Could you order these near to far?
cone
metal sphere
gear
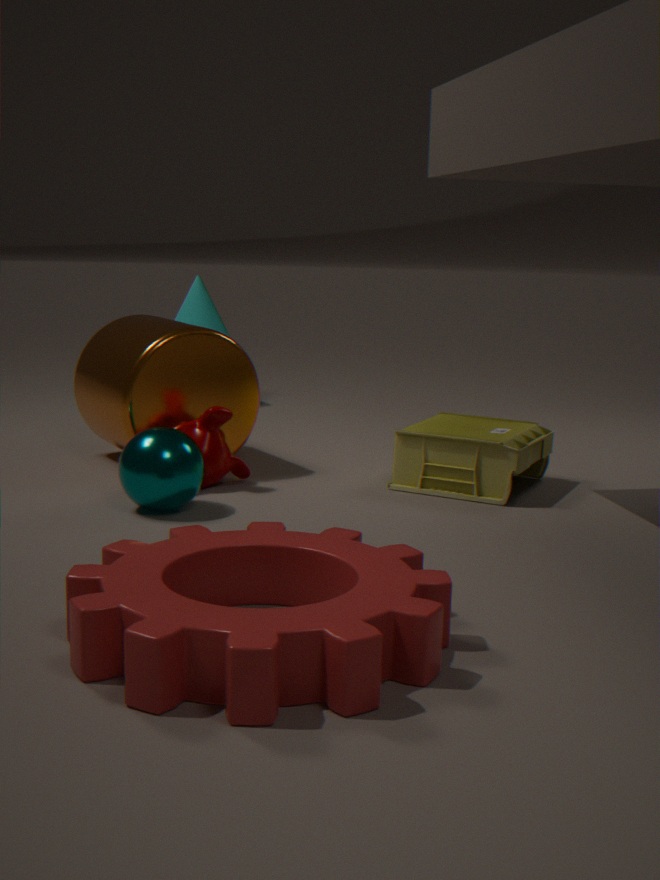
gear, metal sphere, cone
